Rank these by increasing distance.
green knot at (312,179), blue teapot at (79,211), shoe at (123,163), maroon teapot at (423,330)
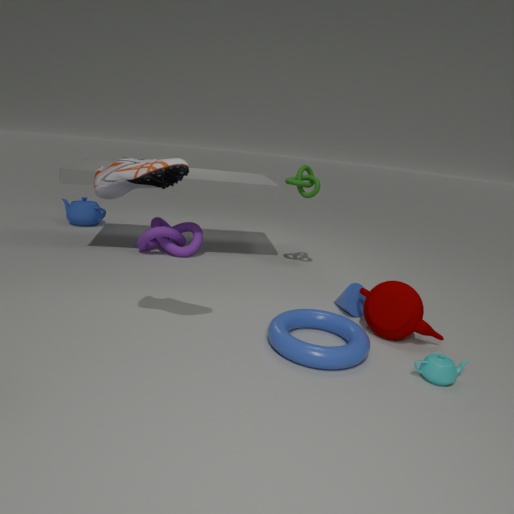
shoe at (123,163)
maroon teapot at (423,330)
green knot at (312,179)
blue teapot at (79,211)
